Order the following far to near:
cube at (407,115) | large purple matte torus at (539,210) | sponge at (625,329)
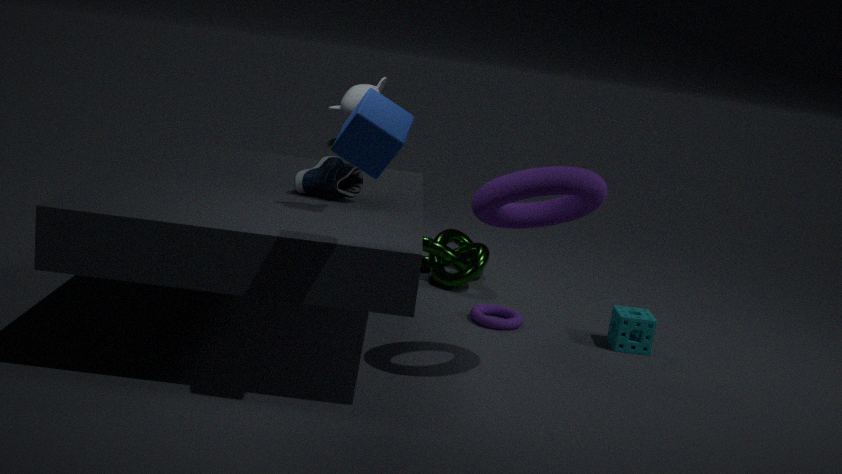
sponge at (625,329) < large purple matte torus at (539,210) < cube at (407,115)
